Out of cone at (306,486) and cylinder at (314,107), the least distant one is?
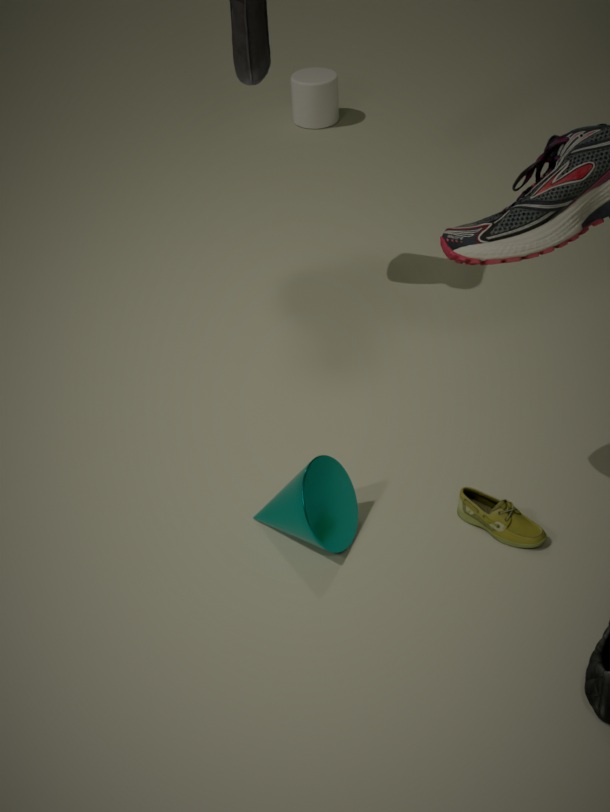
cone at (306,486)
